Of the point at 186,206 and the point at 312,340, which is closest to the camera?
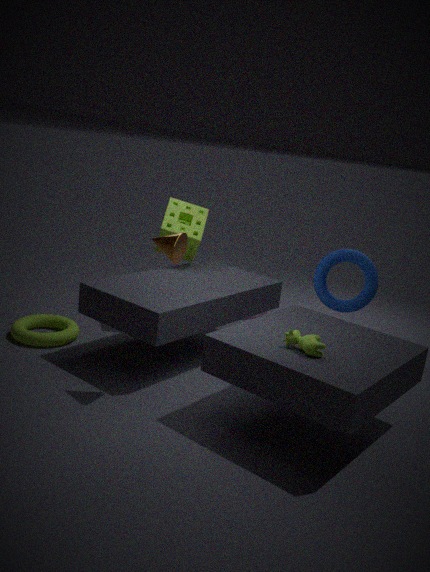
the point at 312,340
